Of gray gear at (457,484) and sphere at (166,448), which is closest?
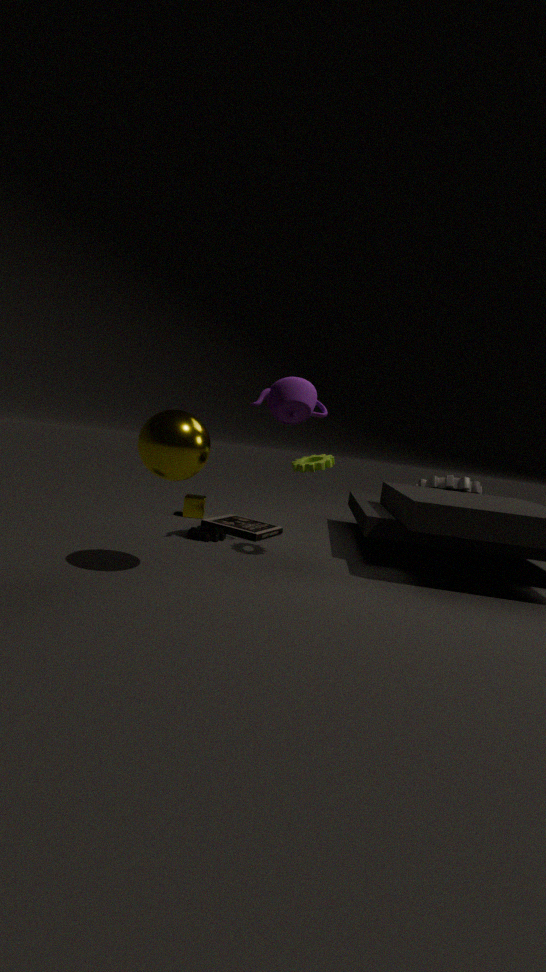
sphere at (166,448)
